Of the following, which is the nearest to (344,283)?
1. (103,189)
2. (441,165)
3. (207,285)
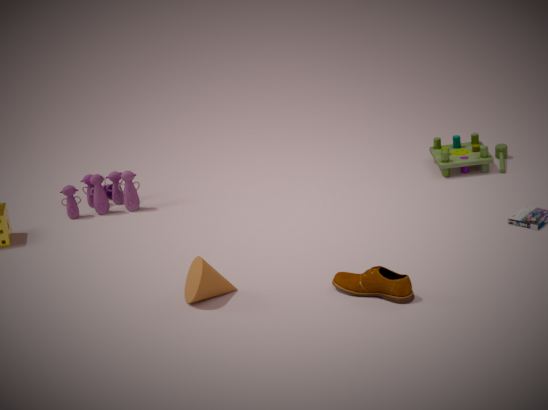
(207,285)
